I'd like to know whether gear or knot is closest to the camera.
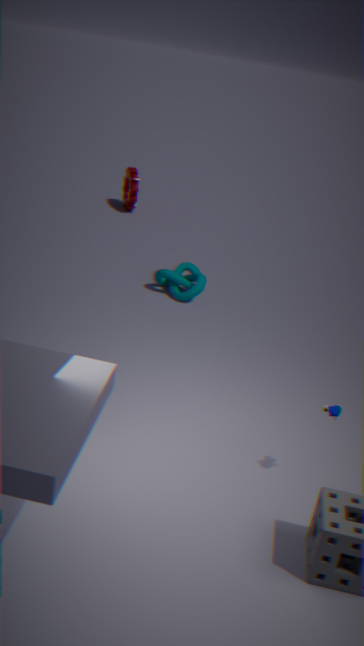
knot
